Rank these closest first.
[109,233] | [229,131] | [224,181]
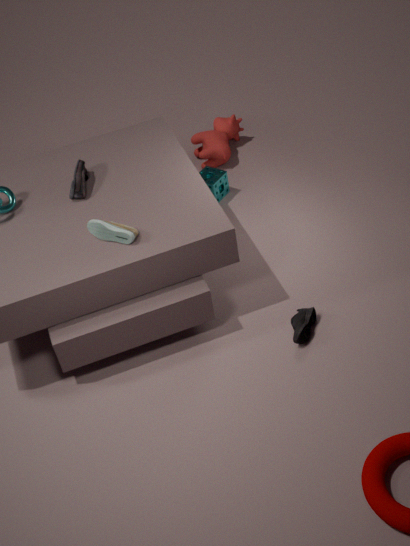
[109,233] → [224,181] → [229,131]
